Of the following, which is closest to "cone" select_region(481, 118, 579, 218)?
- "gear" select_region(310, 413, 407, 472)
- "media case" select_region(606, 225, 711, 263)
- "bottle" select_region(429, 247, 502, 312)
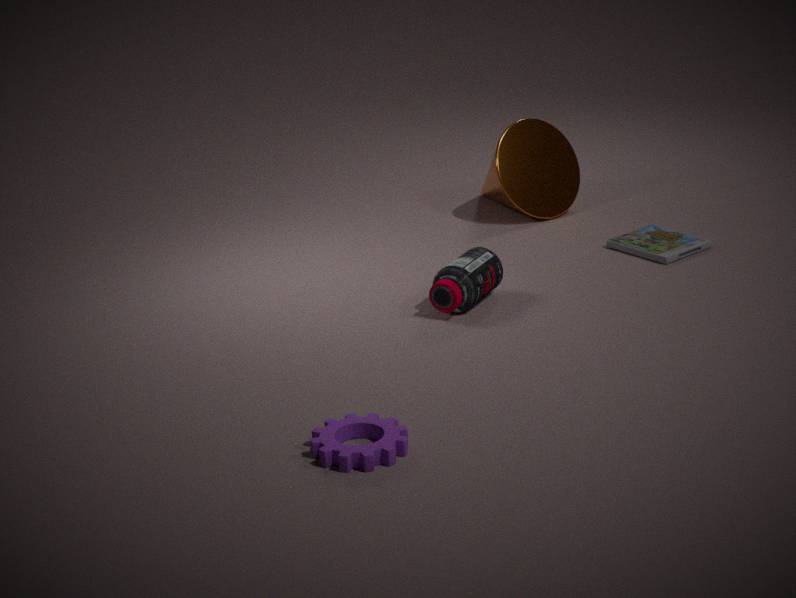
"media case" select_region(606, 225, 711, 263)
